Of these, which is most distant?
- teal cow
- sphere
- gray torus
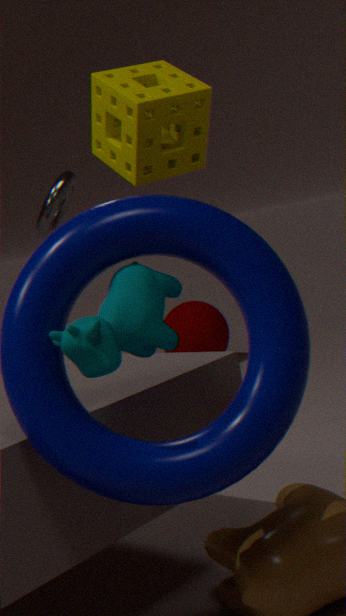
sphere
